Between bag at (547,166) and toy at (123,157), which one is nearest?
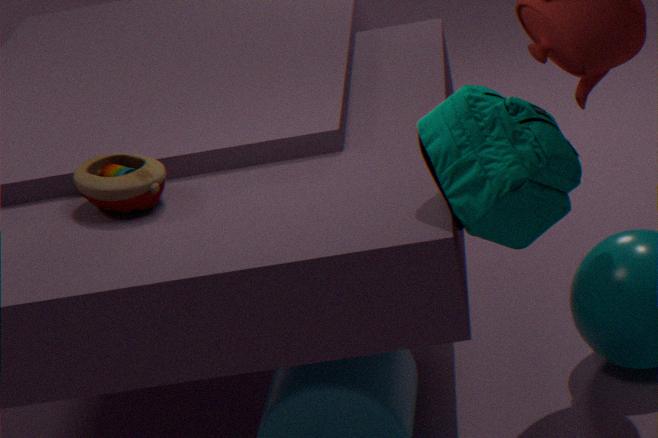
bag at (547,166)
